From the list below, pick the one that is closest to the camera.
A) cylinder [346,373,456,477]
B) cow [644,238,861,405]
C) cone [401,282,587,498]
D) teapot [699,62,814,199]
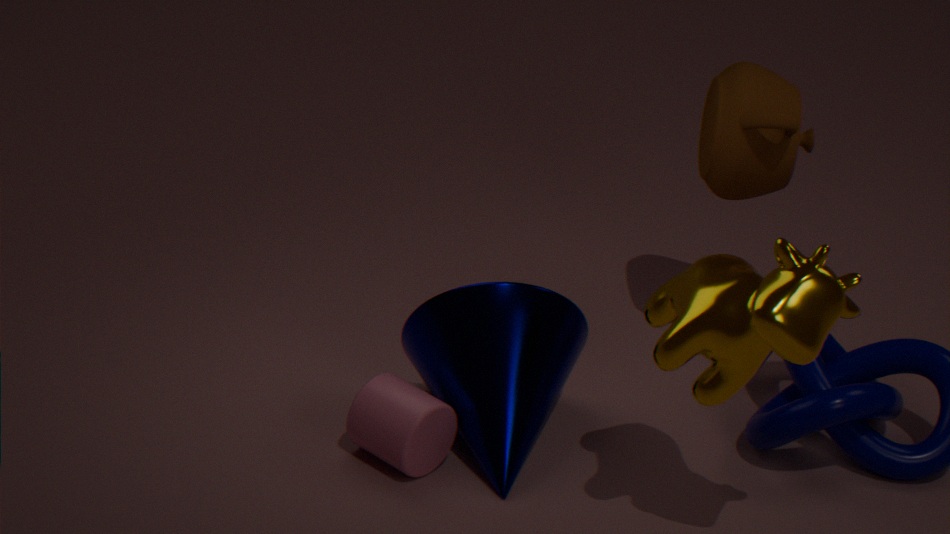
cow [644,238,861,405]
